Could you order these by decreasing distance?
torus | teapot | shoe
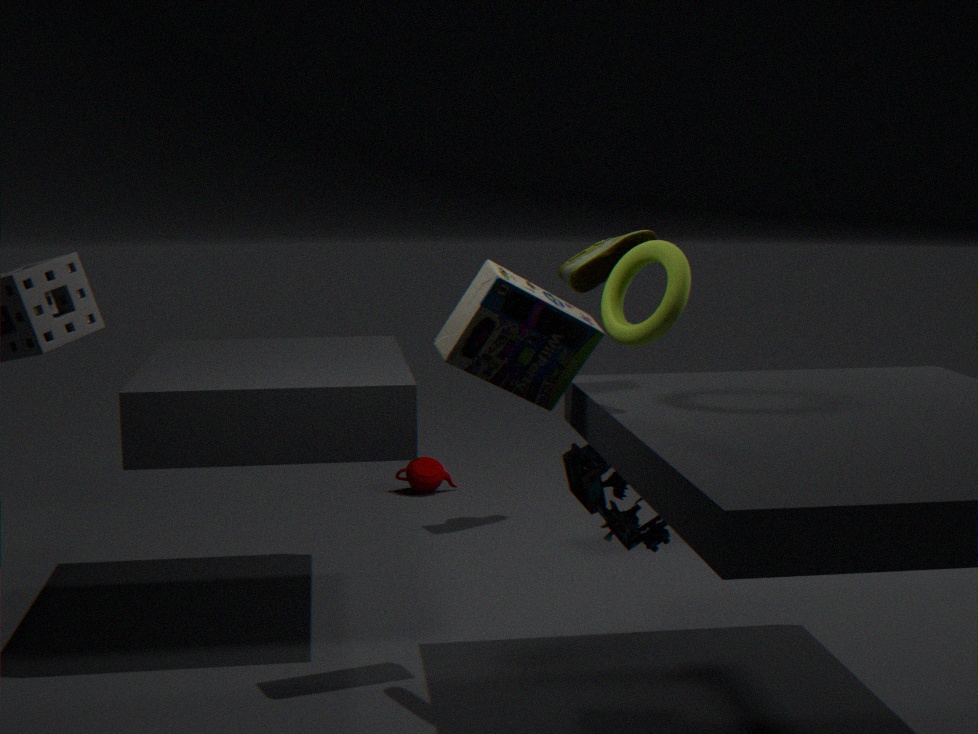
teapot, shoe, torus
